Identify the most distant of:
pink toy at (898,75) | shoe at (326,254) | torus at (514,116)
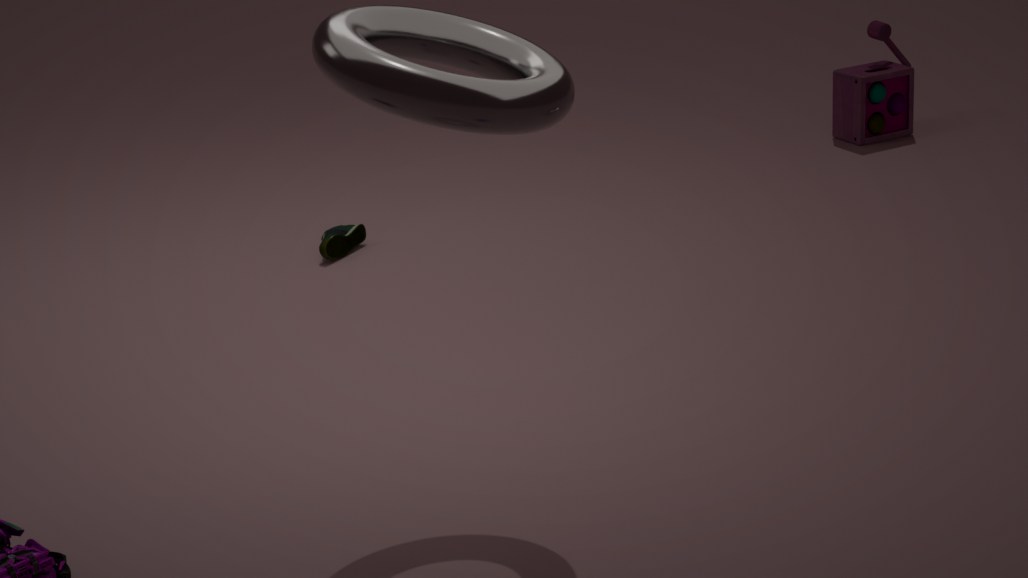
pink toy at (898,75)
